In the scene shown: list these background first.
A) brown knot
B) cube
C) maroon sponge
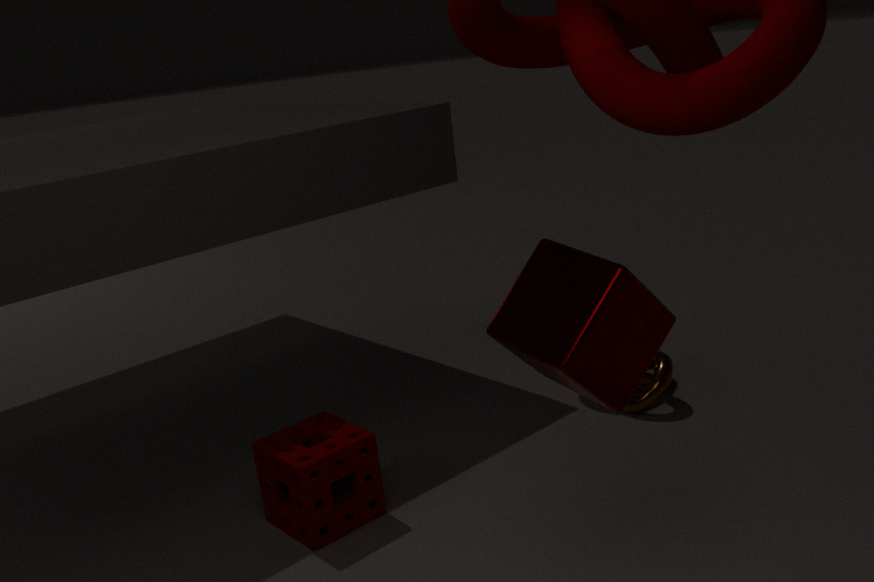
brown knot, maroon sponge, cube
